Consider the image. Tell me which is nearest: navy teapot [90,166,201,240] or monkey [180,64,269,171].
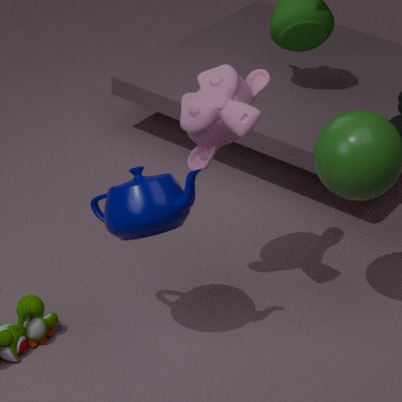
navy teapot [90,166,201,240]
